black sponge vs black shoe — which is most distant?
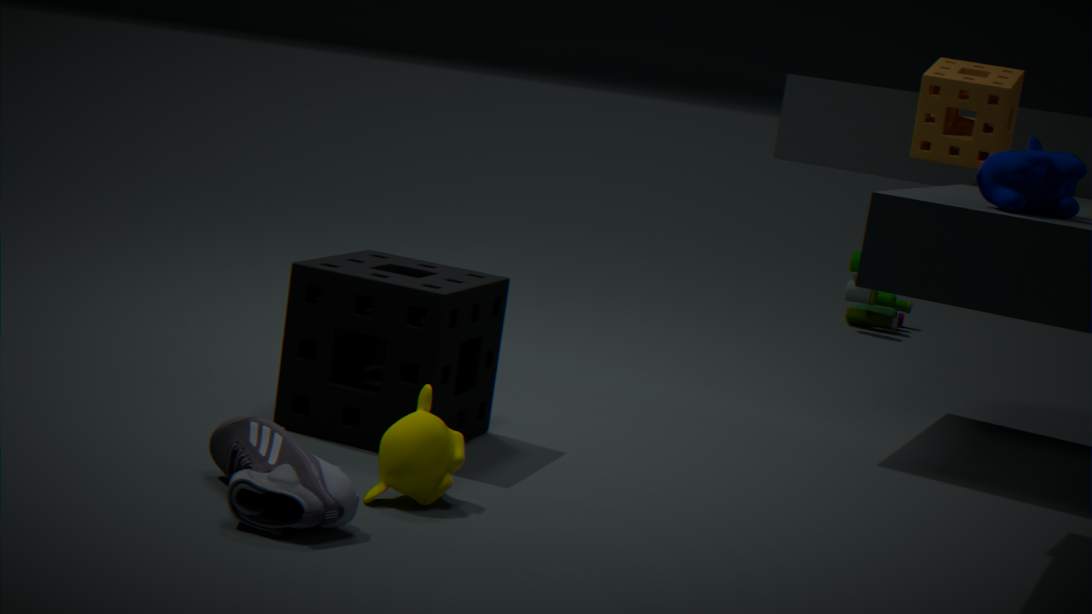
black sponge
